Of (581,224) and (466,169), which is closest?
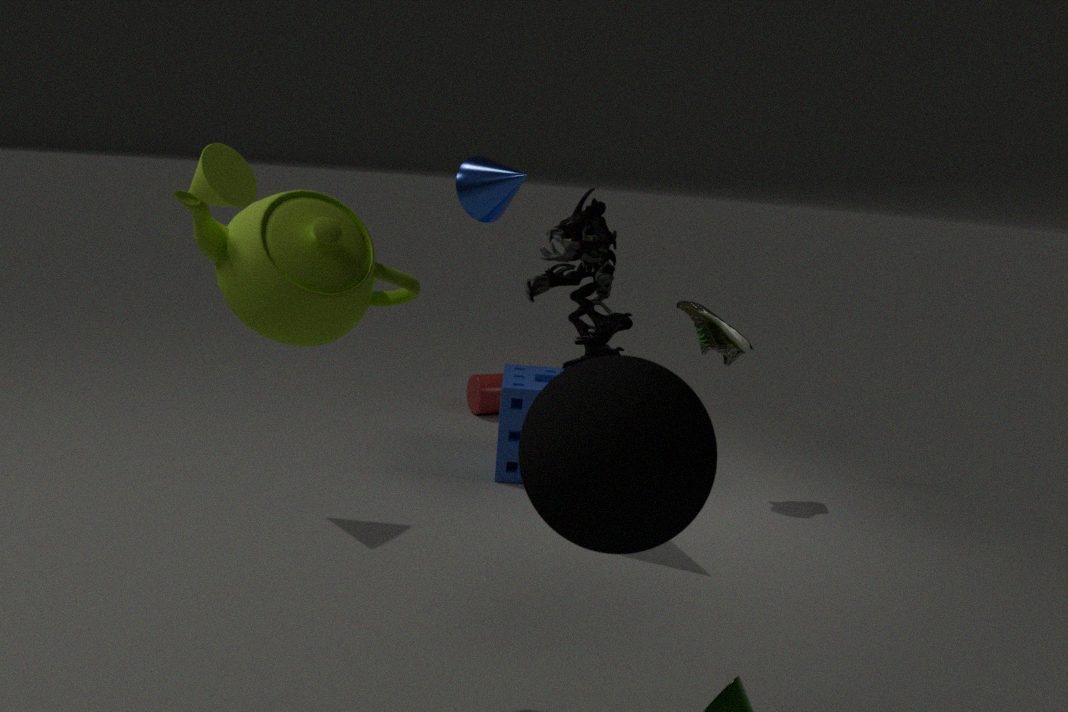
(581,224)
